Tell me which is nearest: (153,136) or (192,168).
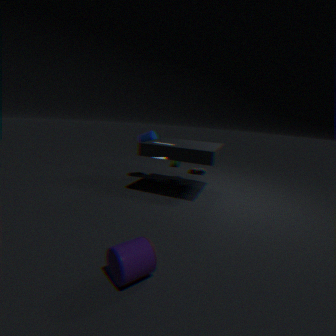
(153,136)
